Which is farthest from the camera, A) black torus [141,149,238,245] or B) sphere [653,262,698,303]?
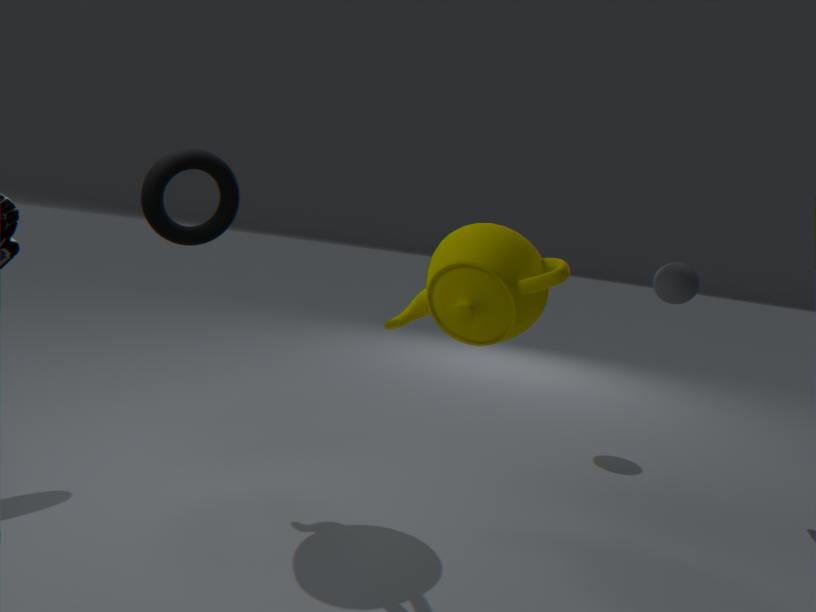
B. sphere [653,262,698,303]
